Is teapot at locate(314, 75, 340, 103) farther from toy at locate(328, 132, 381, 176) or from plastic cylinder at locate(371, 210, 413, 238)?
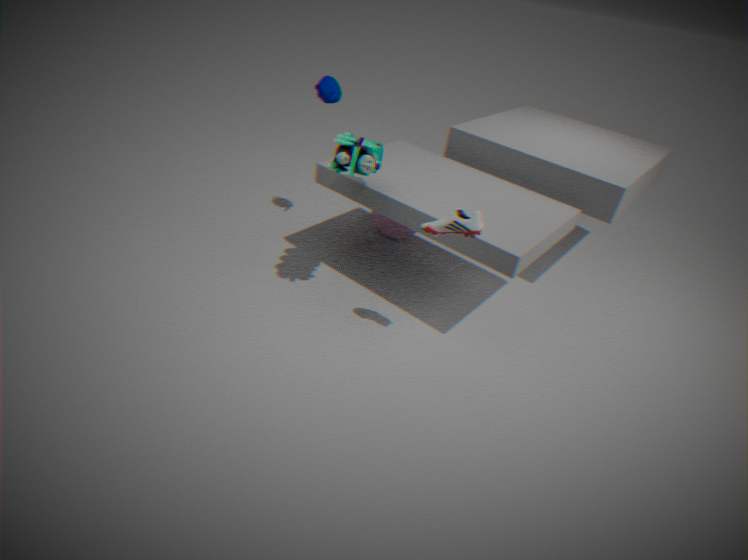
plastic cylinder at locate(371, 210, 413, 238)
